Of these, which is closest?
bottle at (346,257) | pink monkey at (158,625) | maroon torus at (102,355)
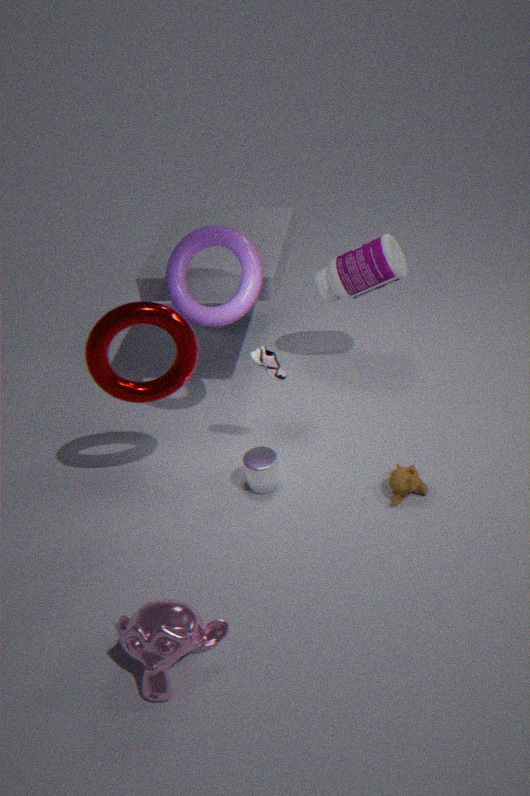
pink monkey at (158,625)
